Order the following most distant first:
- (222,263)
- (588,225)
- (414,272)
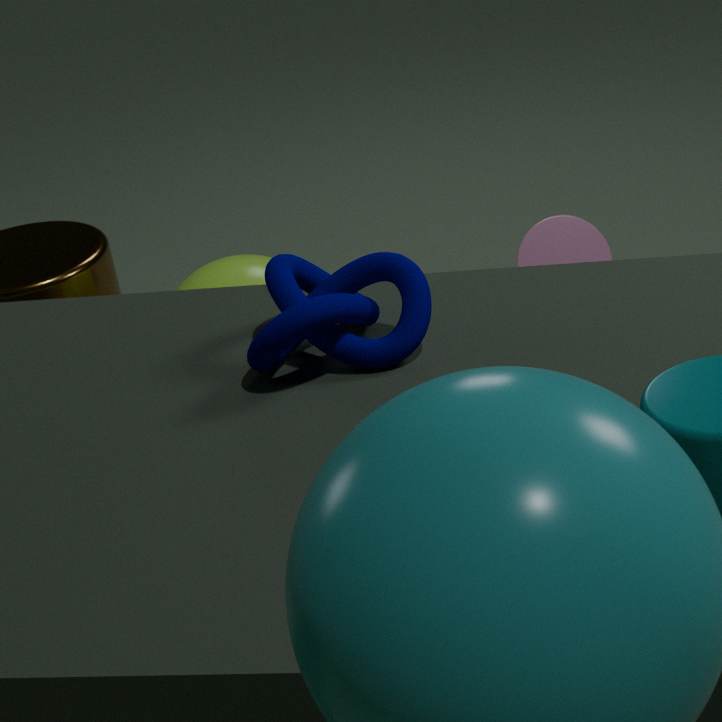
1. (588,225)
2. (222,263)
3. (414,272)
